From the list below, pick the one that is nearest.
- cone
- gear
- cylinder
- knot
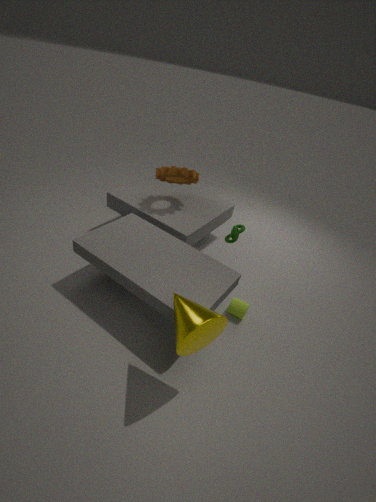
cone
